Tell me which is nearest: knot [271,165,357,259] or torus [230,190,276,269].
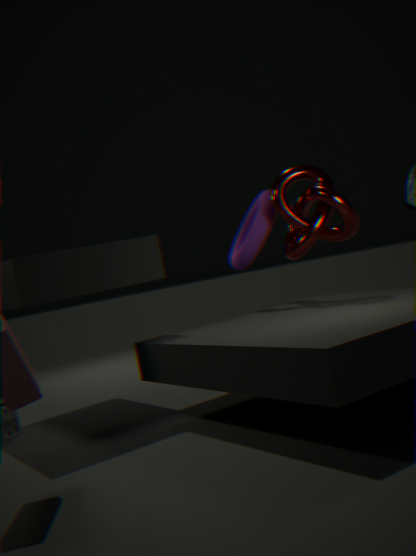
knot [271,165,357,259]
